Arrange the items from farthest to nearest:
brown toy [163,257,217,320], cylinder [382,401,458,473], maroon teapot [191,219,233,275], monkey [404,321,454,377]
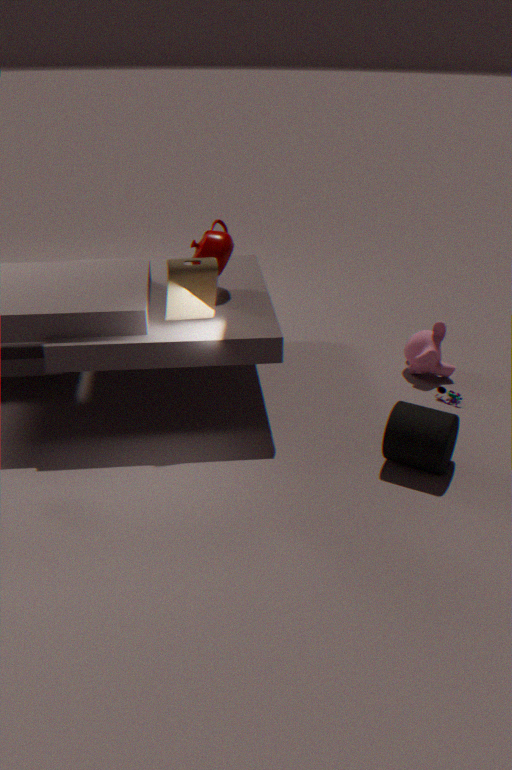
monkey [404,321,454,377], maroon teapot [191,219,233,275], brown toy [163,257,217,320], cylinder [382,401,458,473]
